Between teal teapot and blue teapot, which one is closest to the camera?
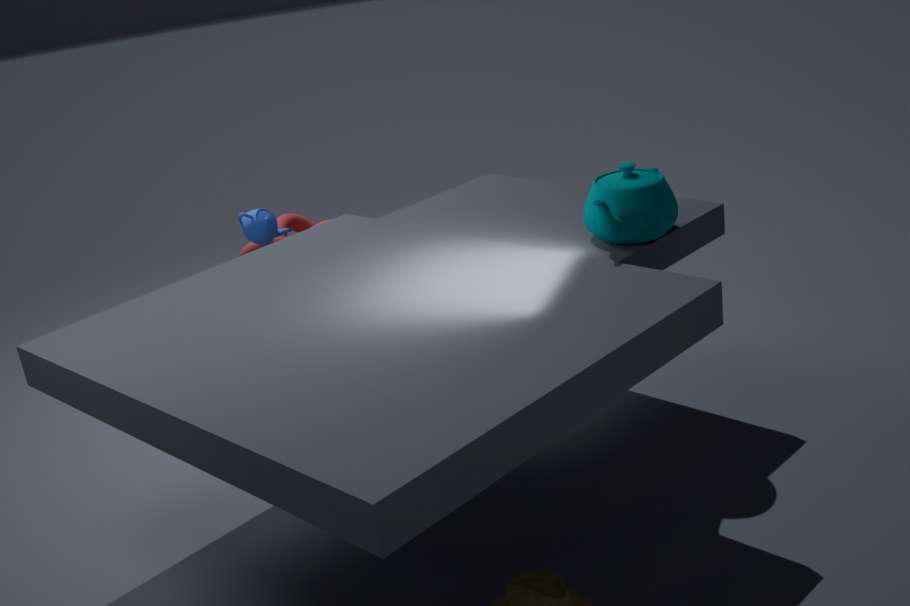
teal teapot
